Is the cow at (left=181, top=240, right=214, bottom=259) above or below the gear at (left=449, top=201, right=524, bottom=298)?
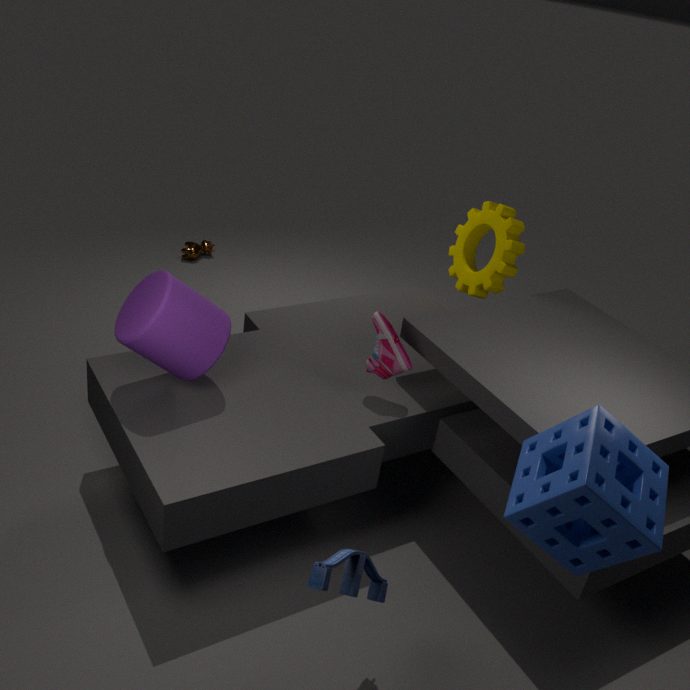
below
